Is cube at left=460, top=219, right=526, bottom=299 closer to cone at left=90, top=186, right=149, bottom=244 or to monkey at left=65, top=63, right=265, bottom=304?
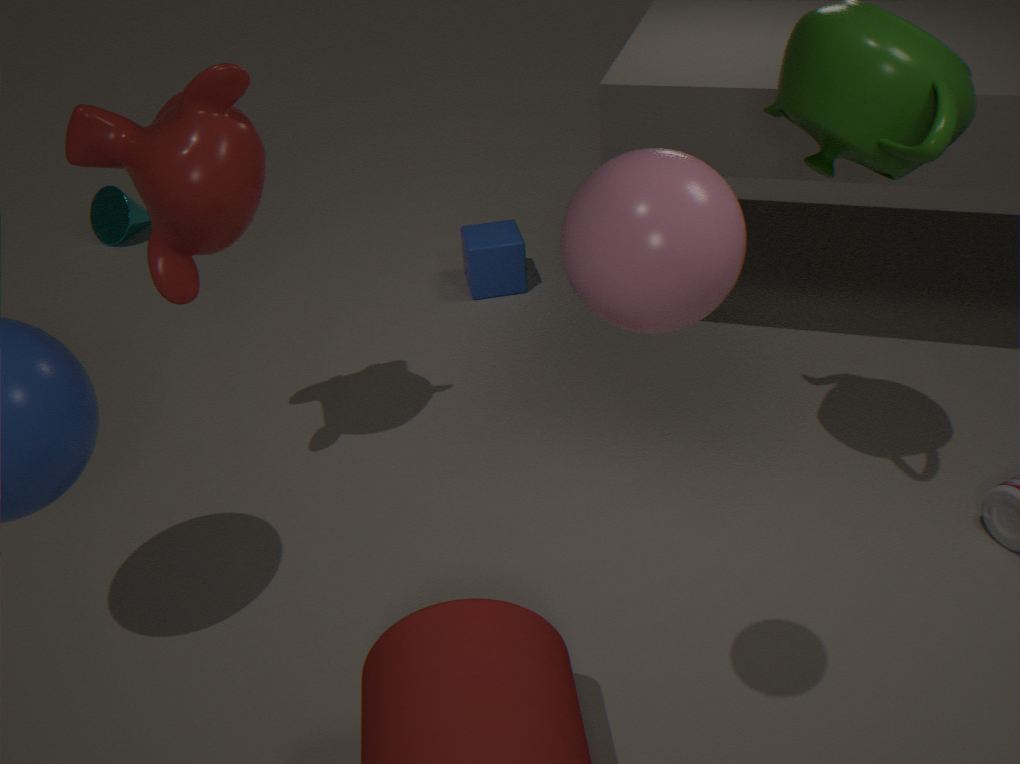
monkey at left=65, top=63, right=265, bottom=304
